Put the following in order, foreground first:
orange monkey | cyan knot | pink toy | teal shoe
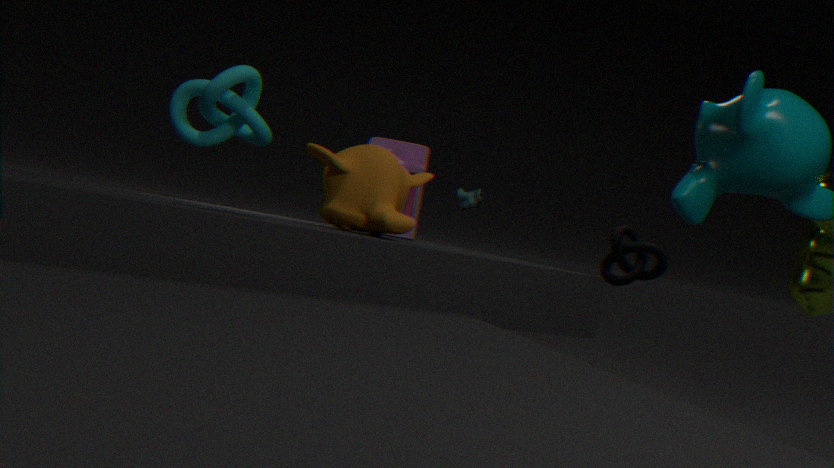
cyan knot → orange monkey → pink toy → teal shoe
